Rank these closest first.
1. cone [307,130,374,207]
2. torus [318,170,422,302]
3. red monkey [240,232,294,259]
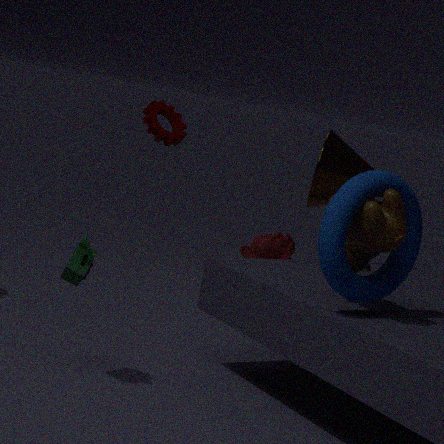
torus [318,170,422,302] < cone [307,130,374,207] < red monkey [240,232,294,259]
